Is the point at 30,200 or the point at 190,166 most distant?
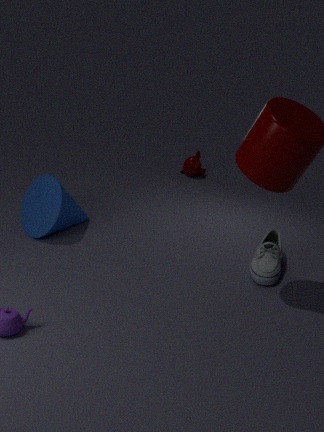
the point at 190,166
